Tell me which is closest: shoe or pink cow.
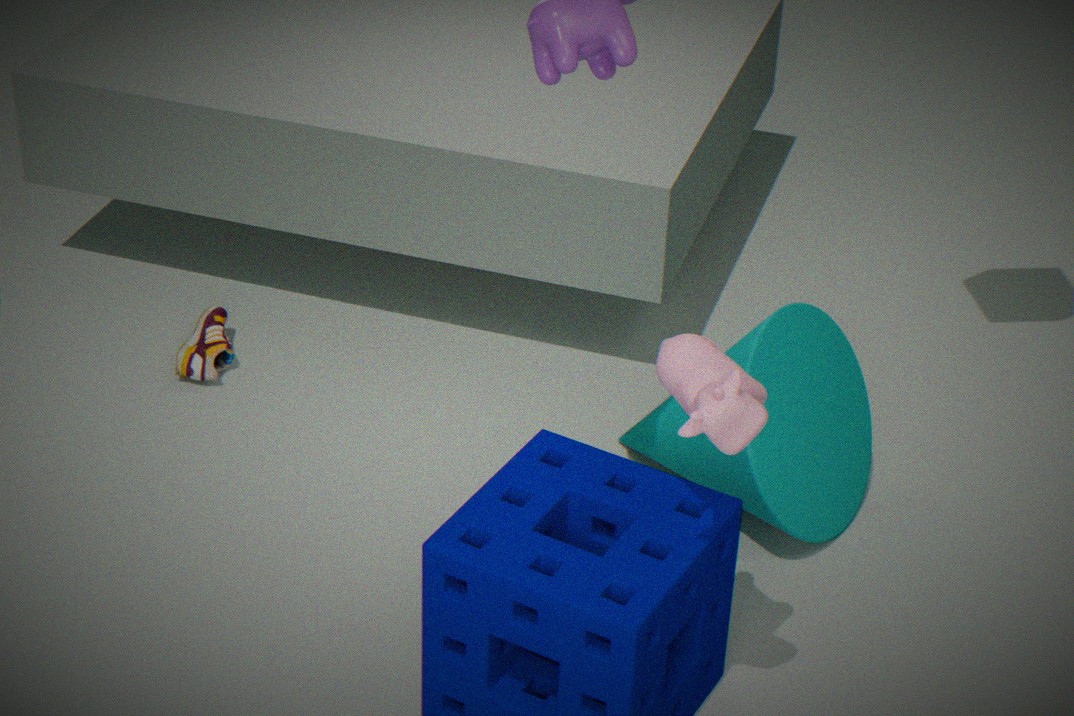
pink cow
